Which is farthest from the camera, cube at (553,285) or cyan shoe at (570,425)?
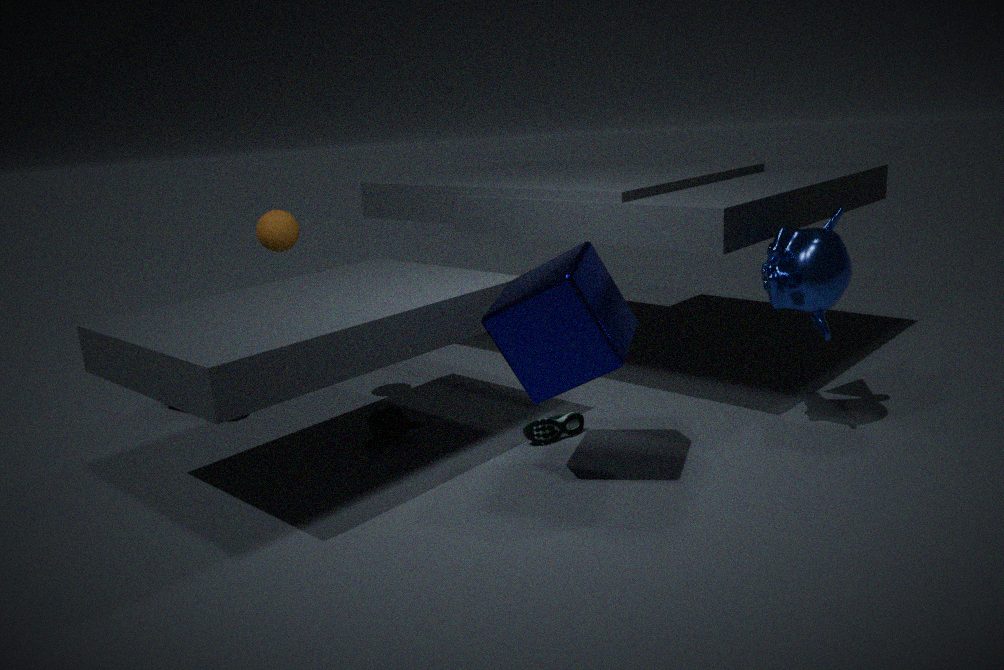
cyan shoe at (570,425)
